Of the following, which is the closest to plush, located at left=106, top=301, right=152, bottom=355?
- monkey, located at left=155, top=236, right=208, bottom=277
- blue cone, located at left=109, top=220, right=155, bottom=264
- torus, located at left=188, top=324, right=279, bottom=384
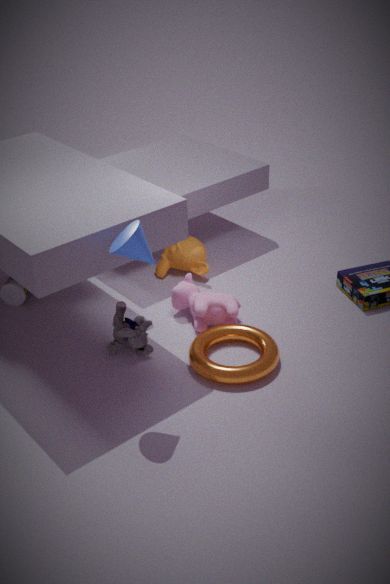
torus, located at left=188, top=324, right=279, bottom=384
